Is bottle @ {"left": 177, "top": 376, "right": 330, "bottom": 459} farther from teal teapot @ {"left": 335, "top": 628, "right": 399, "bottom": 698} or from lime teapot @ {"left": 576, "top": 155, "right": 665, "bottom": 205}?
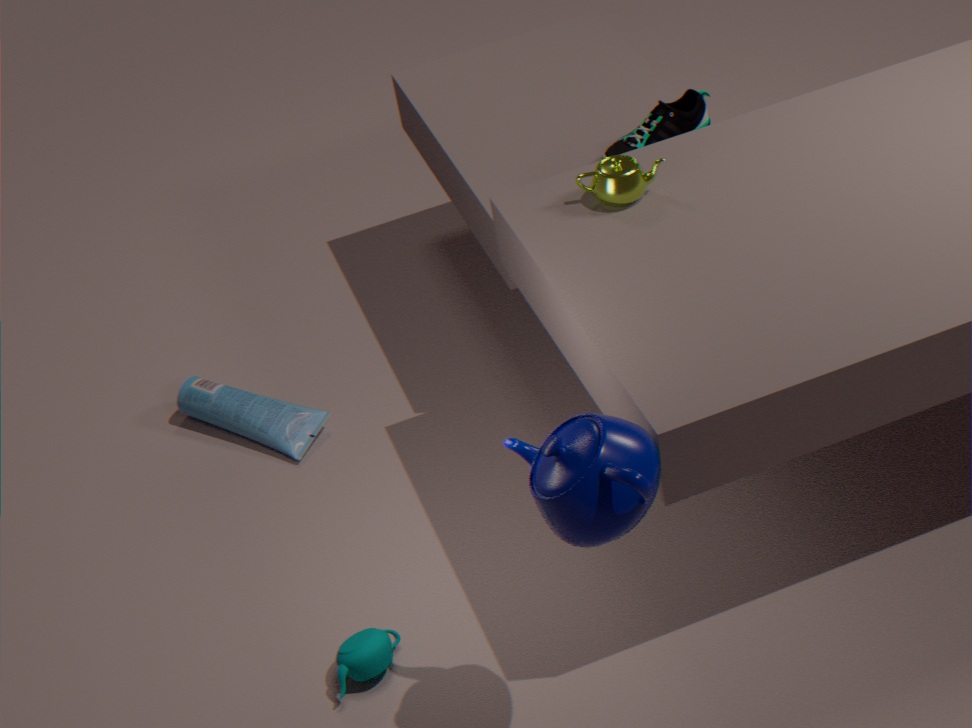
lime teapot @ {"left": 576, "top": 155, "right": 665, "bottom": 205}
